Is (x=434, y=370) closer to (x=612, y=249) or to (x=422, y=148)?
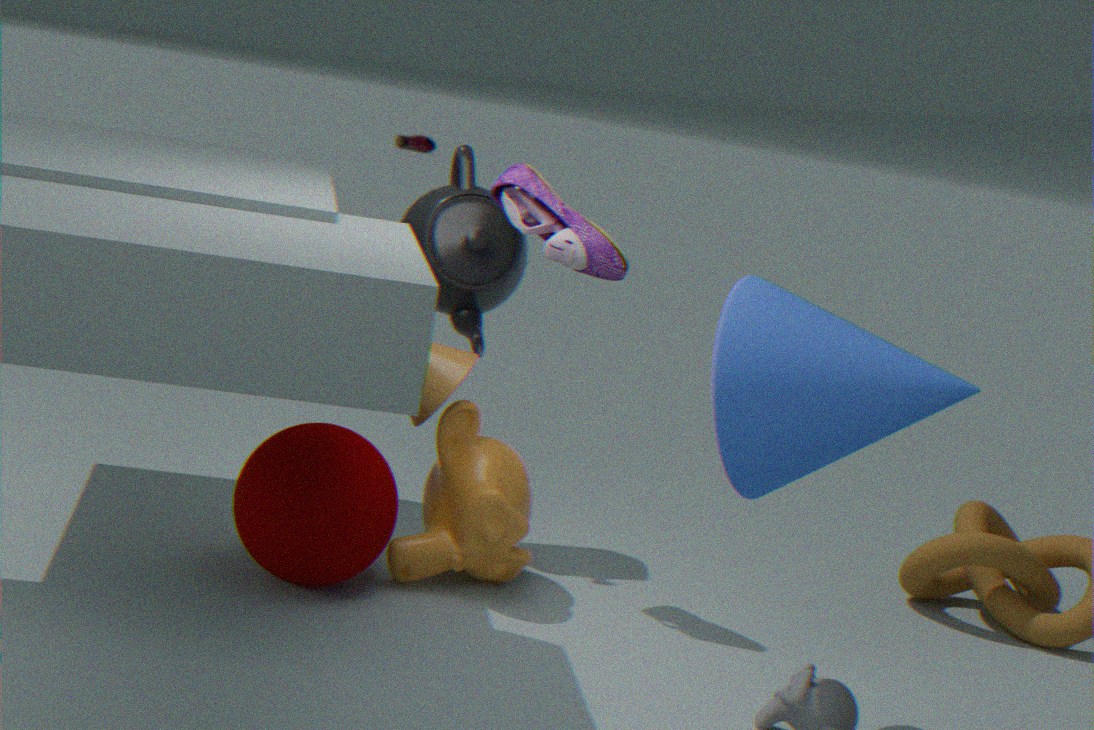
(x=612, y=249)
